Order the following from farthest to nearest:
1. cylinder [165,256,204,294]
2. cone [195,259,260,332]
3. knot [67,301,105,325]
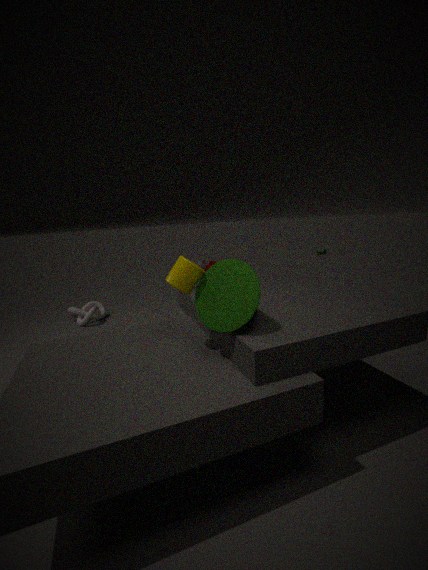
1. knot [67,301,105,325]
2. cylinder [165,256,204,294]
3. cone [195,259,260,332]
